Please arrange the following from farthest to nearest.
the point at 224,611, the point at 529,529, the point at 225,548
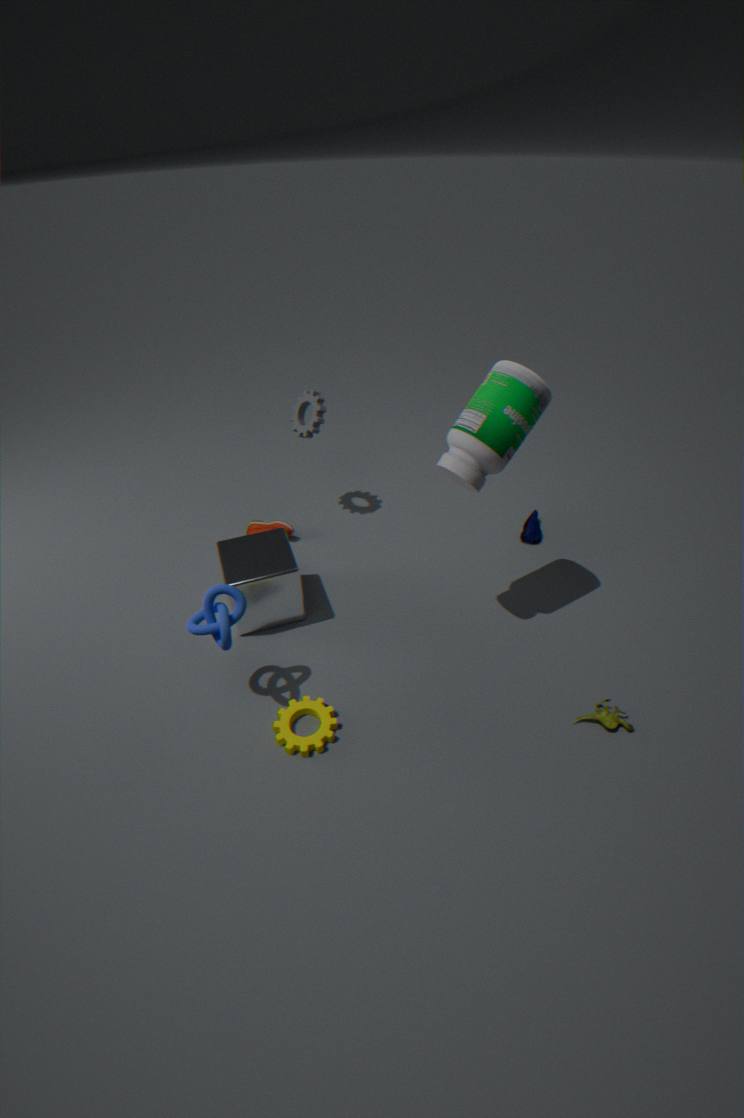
the point at 529,529, the point at 225,548, the point at 224,611
